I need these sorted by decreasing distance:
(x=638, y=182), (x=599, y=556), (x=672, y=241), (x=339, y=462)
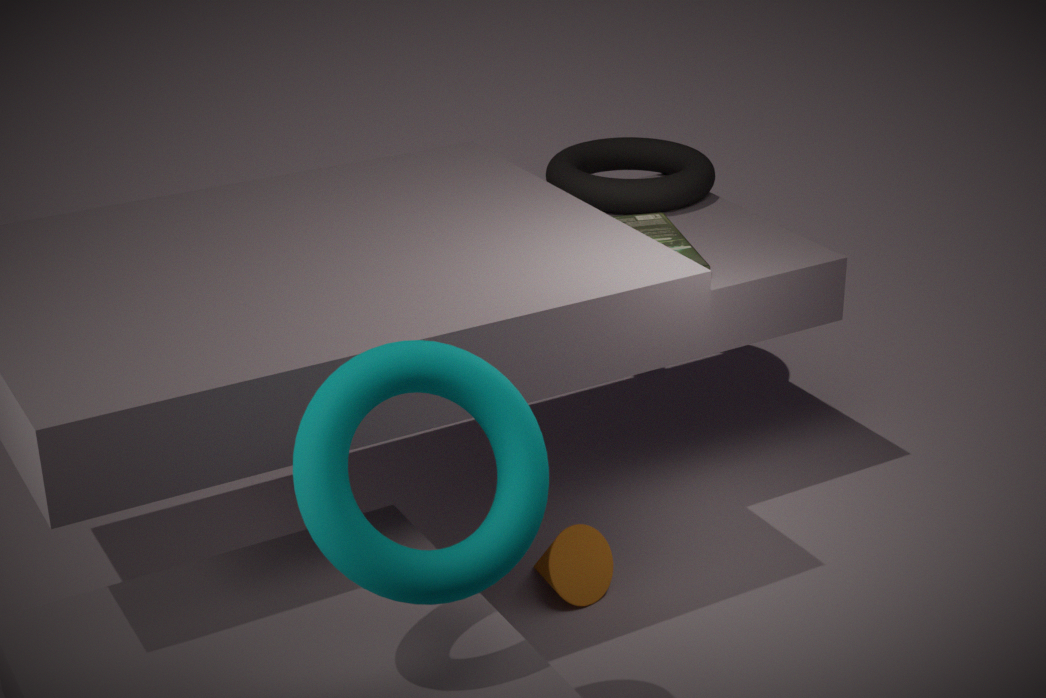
(x=638, y=182)
(x=672, y=241)
(x=599, y=556)
(x=339, y=462)
